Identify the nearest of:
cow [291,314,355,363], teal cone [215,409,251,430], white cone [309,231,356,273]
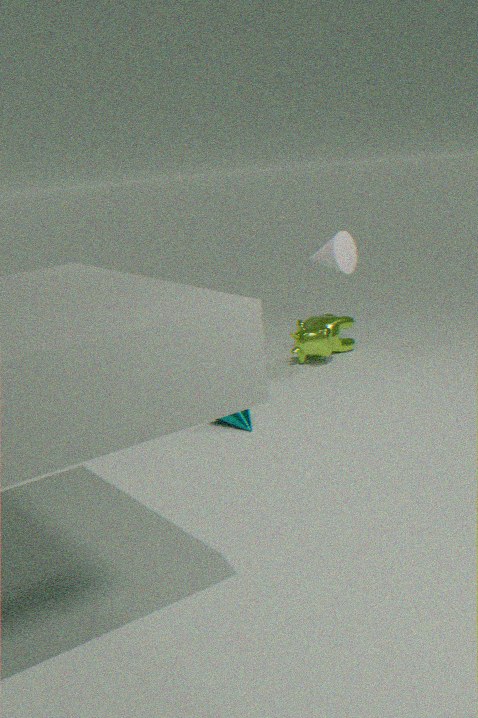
teal cone [215,409,251,430]
